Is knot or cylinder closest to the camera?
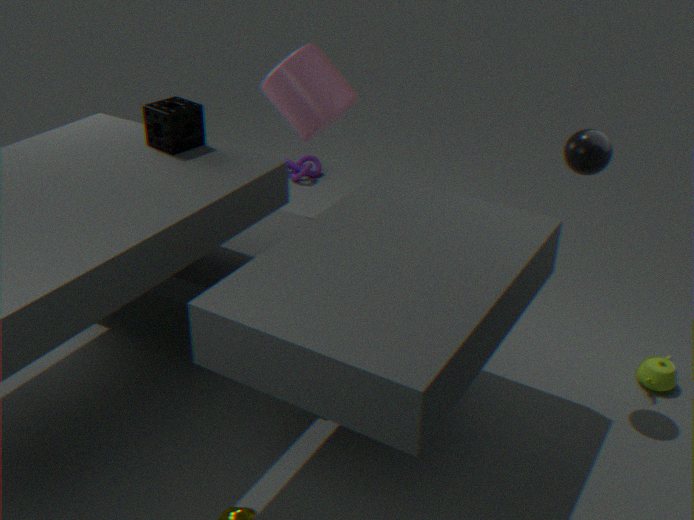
cylinder
